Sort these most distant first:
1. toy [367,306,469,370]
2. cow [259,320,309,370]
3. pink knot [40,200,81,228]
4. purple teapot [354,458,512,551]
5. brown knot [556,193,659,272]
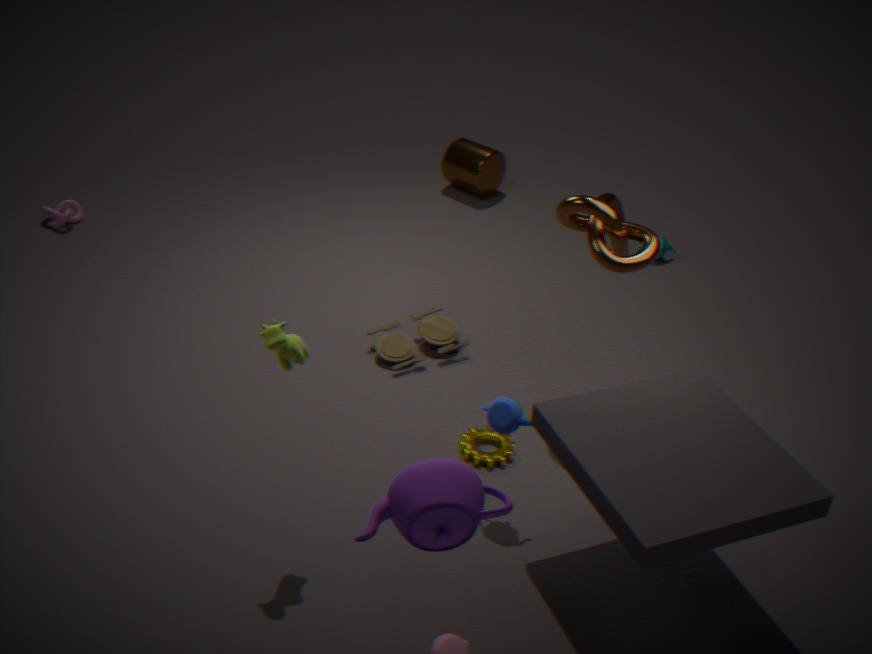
1. pink knot [40,200,81,228]
2. toy [367,306,469,370]
3. brown knot [556,193,659,272]
4. cow [259,320,309,370]
5. purple teapot [354,458,512,551]
